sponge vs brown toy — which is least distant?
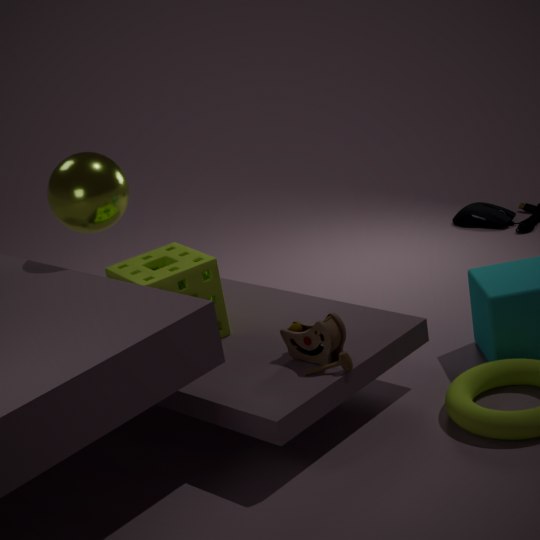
brown toy
